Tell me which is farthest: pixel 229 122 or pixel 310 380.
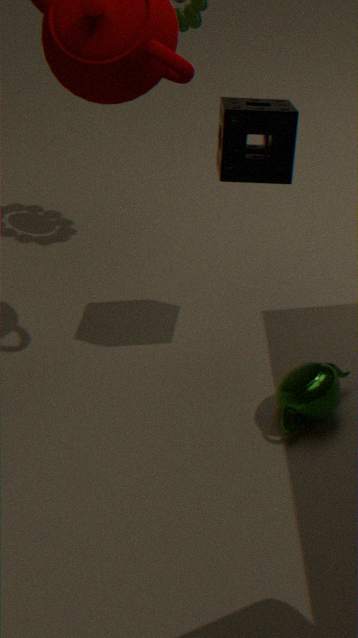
pixel 310 380
